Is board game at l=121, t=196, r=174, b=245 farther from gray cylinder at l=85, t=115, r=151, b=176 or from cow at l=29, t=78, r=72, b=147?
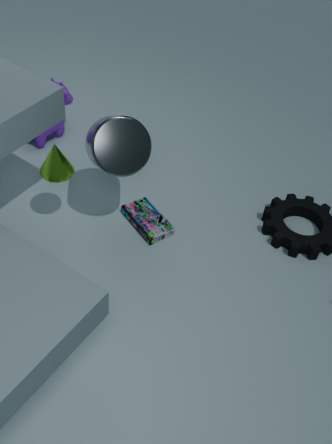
cow at l=29, t=78, r=72, b=147
